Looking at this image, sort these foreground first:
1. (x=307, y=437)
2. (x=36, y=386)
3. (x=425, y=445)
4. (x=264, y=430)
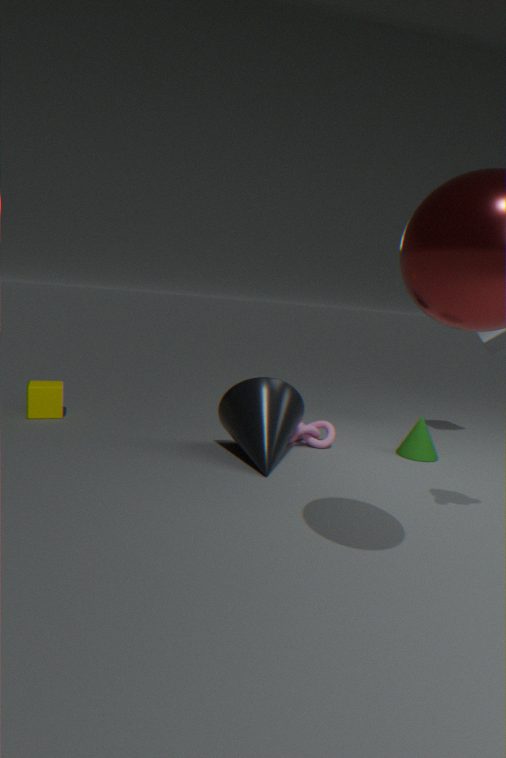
(x=264, y=430)
(x=425, y=445)
(x=307, y=437)
(x=36, y=386)
